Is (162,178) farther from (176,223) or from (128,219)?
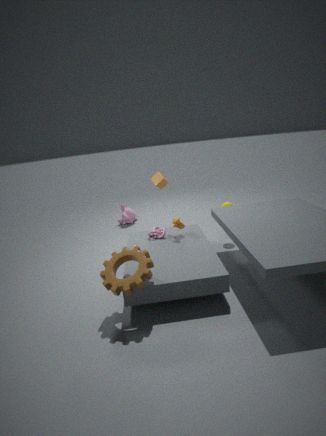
(128,219)
